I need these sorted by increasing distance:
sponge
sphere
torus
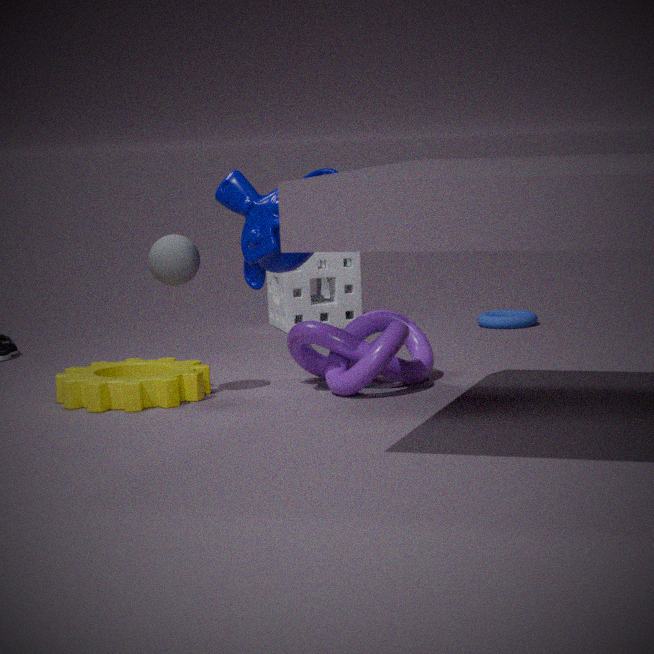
sphere < torus < sponge
